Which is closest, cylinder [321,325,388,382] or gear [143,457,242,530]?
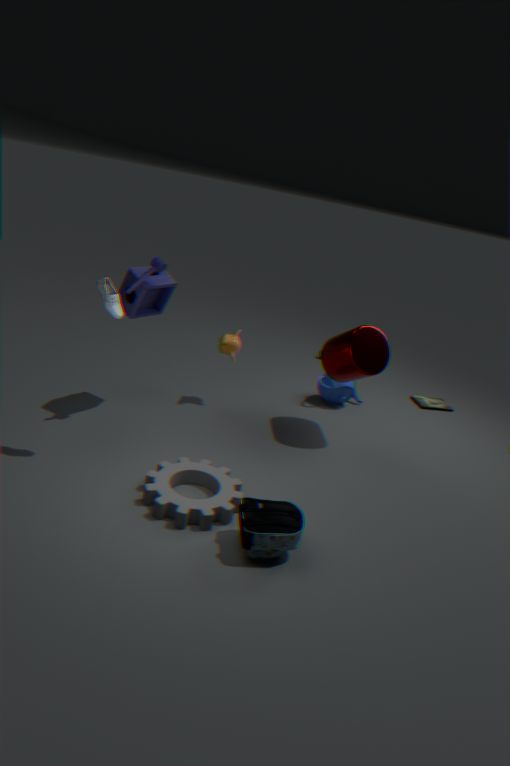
gear [143,457,242,530]
